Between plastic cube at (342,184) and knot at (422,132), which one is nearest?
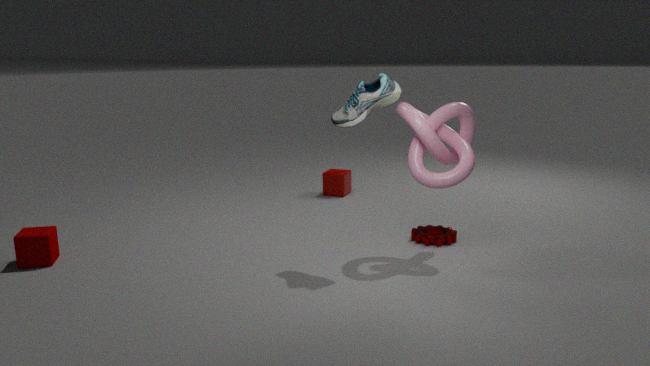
knot at (422,132)
